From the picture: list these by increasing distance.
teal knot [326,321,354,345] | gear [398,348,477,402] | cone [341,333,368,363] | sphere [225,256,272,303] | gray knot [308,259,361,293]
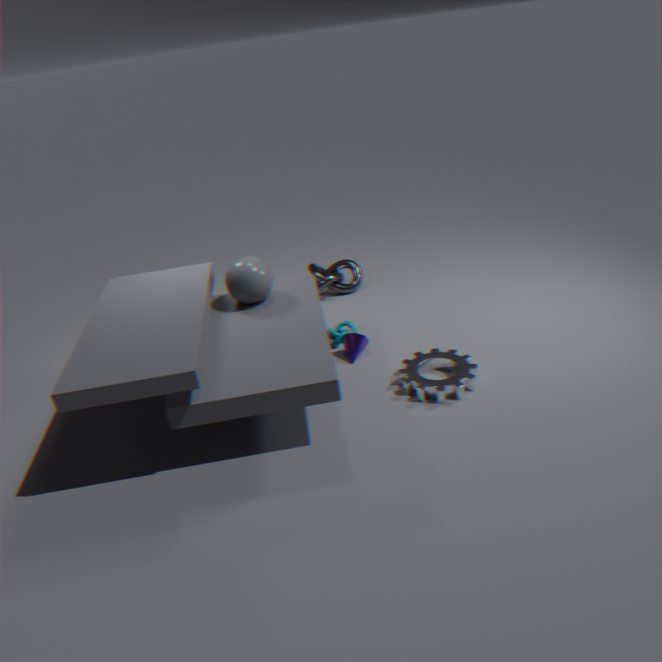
gear [398,348,477,402] → sphere [225,256,272,303] → cone [341,333,368,363] → teal knot [326,321,354,345] → gray knot [308,259,361,293]
